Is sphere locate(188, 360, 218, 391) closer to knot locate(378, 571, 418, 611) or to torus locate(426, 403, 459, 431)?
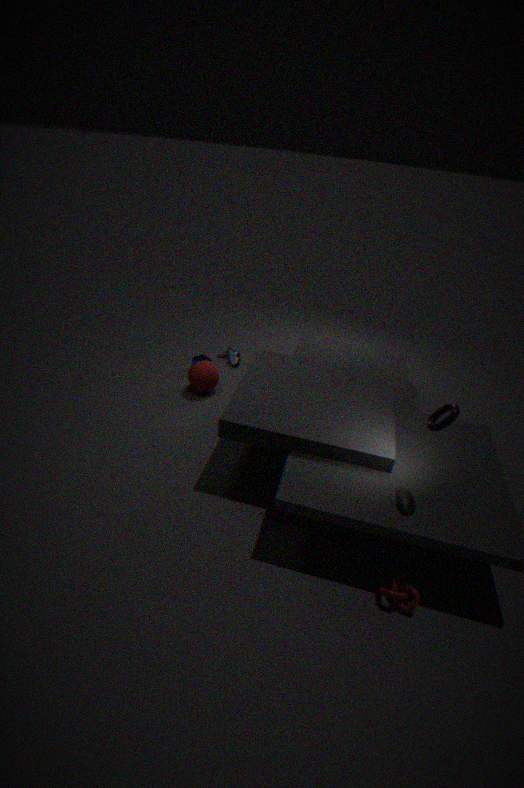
torus locate(426, 403, 459, 431)
